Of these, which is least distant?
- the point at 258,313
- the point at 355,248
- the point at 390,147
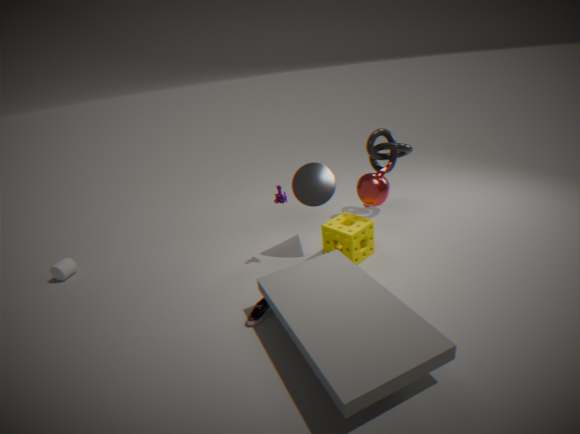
the point at 258,313
